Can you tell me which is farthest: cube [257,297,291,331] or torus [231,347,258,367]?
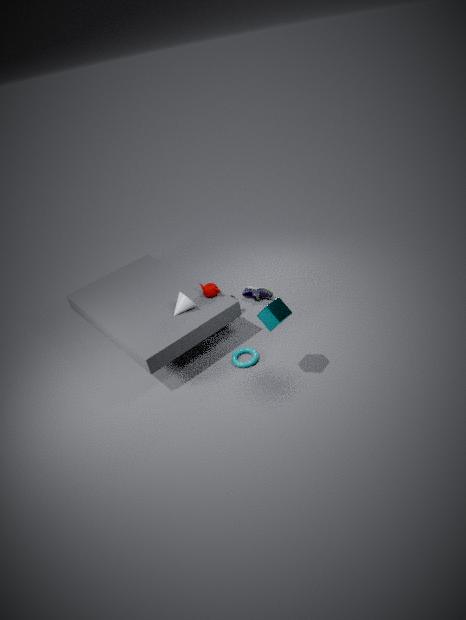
torus [231,347,258,367]
